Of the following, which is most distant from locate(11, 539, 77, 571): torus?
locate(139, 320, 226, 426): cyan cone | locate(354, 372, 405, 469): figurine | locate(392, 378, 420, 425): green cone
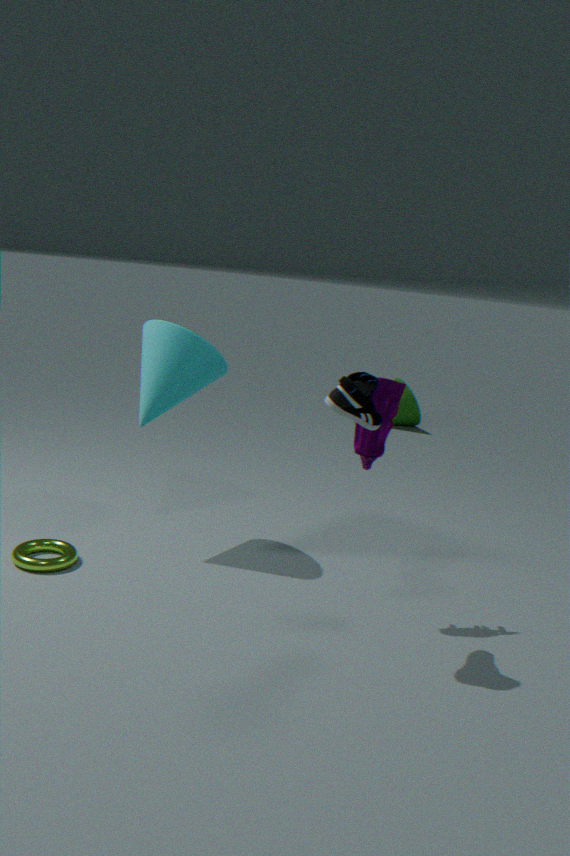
locate(392, 378, 420, 425): green cone
